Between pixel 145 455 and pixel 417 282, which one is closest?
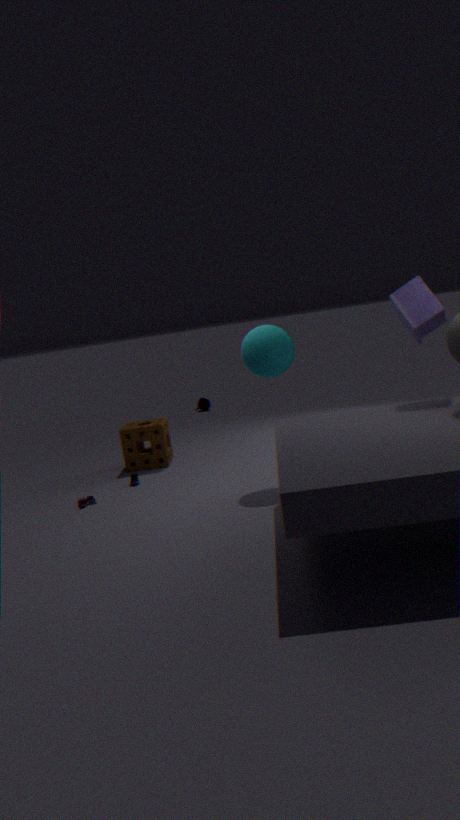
pixel 417 282
